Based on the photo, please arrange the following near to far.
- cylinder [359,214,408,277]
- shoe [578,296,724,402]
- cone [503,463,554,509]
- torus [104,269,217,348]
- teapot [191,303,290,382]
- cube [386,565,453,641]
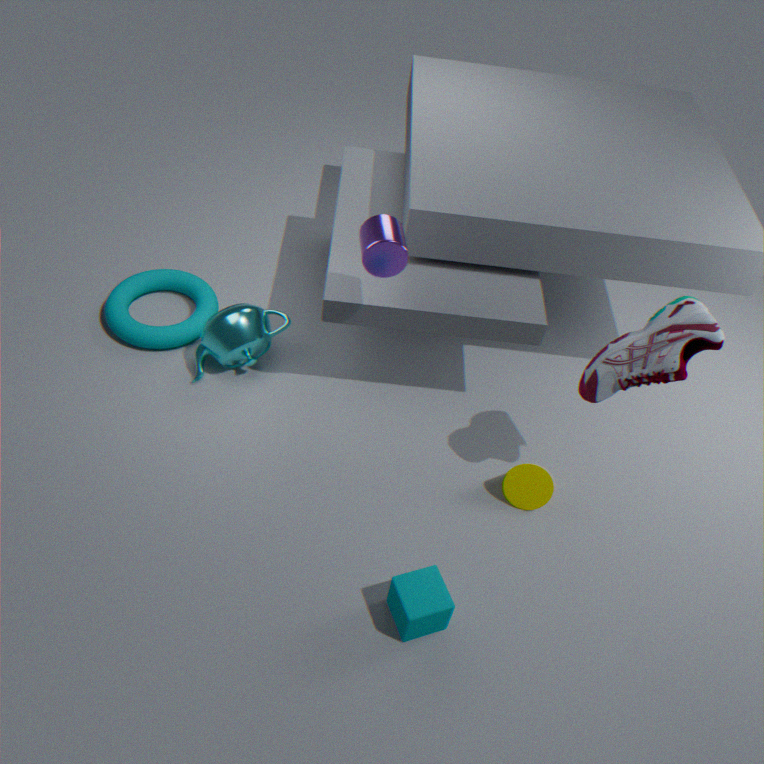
1. cube [386,565,453,641]
2. shoe [578,296,724,402]
3. cylinder [359,214,408,277]
4. cone [503,463,554,509]
5. teapot [191,303,290,382]
6. torus [104,269,217,348]
